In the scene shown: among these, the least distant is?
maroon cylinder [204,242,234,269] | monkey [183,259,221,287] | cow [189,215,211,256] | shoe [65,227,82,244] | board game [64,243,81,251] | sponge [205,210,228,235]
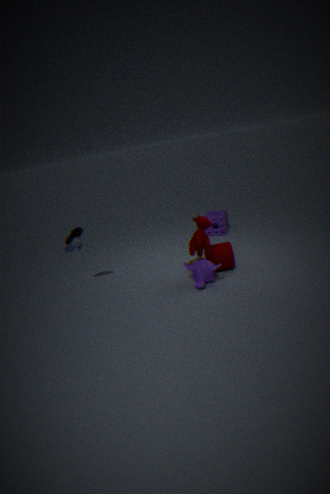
cow [189,215,211,256]
